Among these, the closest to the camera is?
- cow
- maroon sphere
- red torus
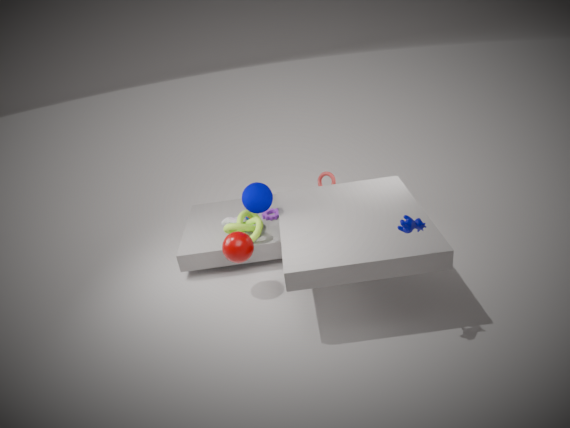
cow
